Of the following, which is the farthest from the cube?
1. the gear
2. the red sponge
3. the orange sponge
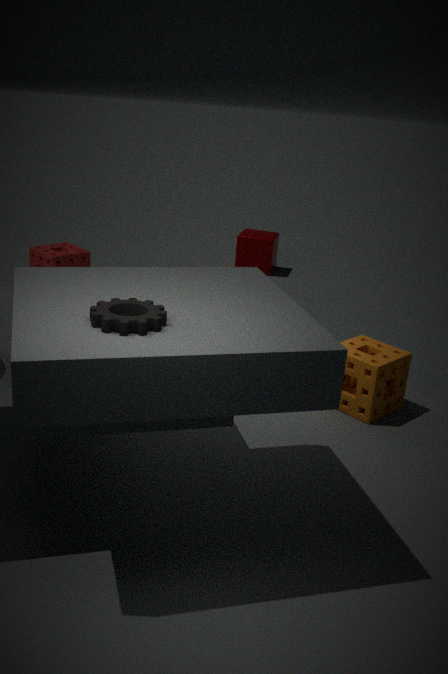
the gear
